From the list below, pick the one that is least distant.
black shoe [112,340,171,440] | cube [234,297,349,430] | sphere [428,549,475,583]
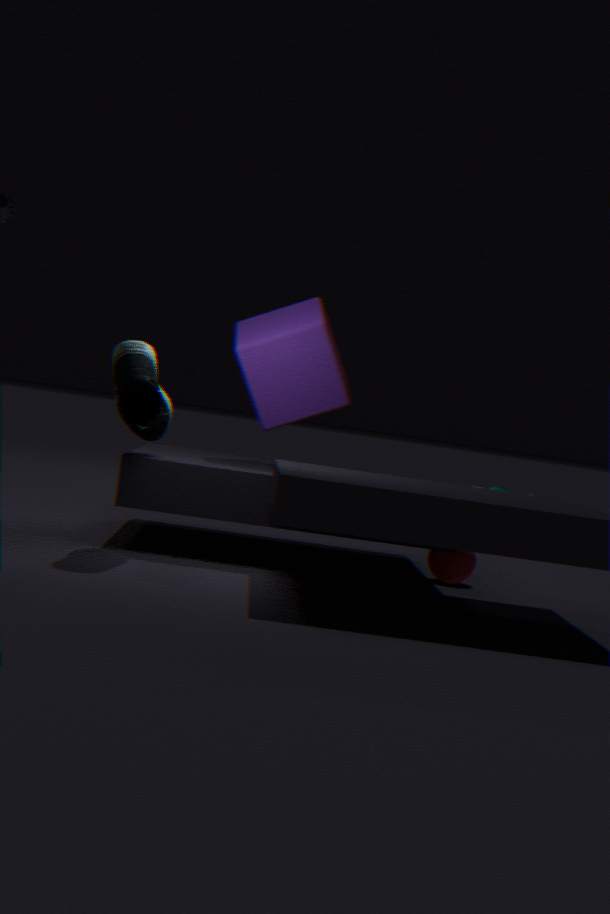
black shoe [112,340,171,440]
